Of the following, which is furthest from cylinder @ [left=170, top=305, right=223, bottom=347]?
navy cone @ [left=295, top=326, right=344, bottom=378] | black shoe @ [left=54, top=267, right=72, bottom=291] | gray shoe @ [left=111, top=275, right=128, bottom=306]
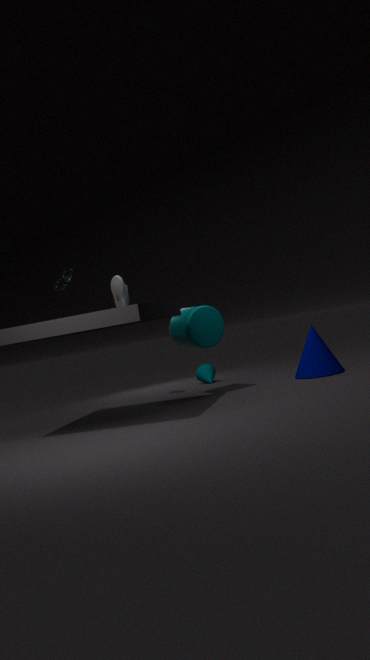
black shoe @ [left=54, top=267, right=72, bottom=291]
